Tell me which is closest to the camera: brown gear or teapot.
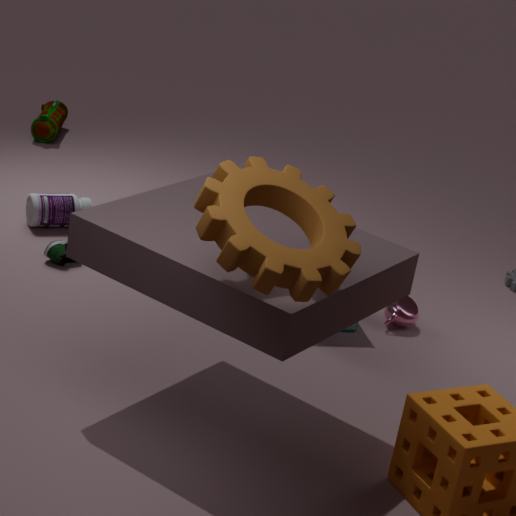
brown gear
